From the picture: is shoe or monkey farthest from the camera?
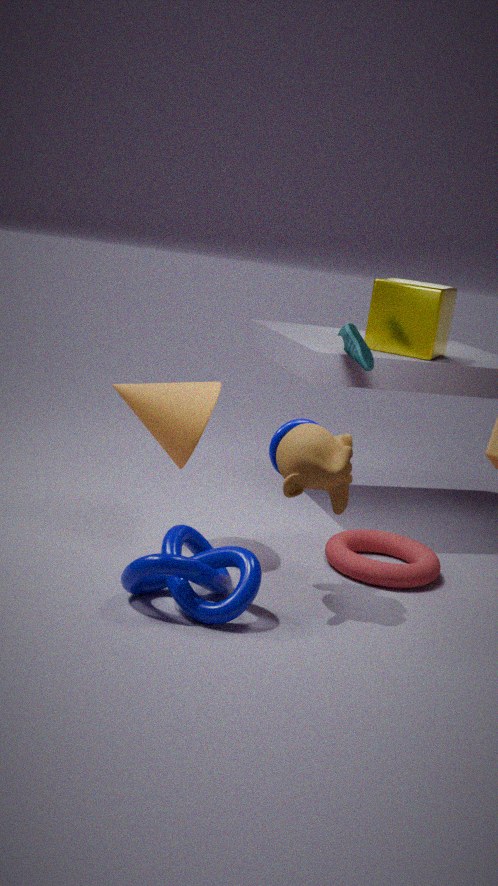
shoe
